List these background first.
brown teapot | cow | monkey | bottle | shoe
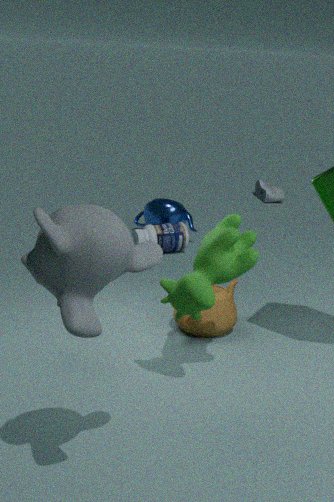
1. shoe
2. bottle
3. brown teapot
4. cow
5. monkey
